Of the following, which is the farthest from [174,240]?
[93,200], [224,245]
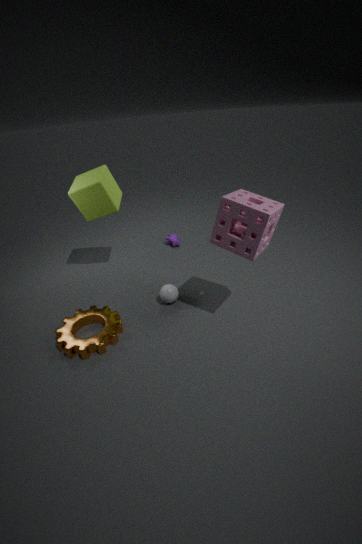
[224,245]
